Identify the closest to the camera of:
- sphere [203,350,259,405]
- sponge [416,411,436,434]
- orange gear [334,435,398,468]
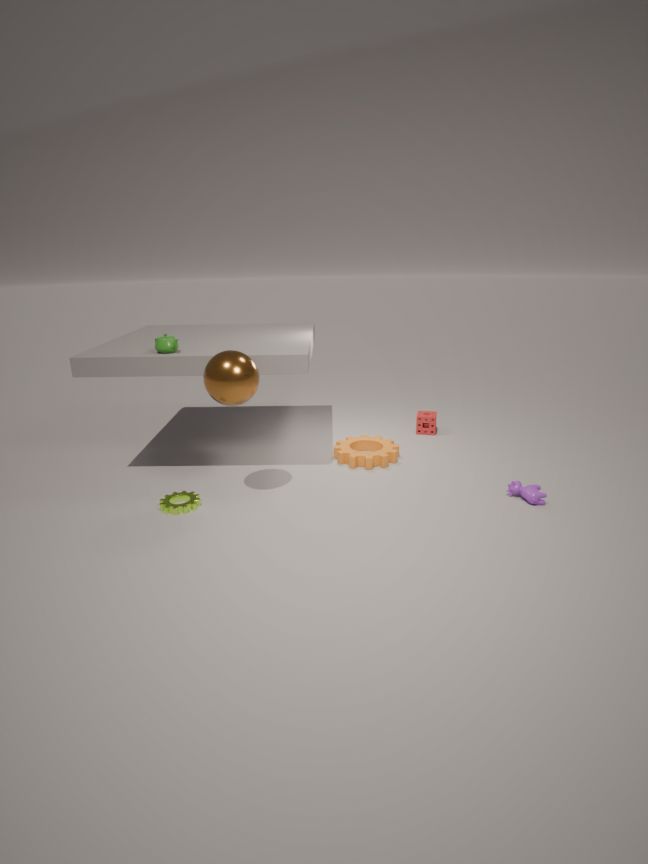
sphere [203,350,259,405]
